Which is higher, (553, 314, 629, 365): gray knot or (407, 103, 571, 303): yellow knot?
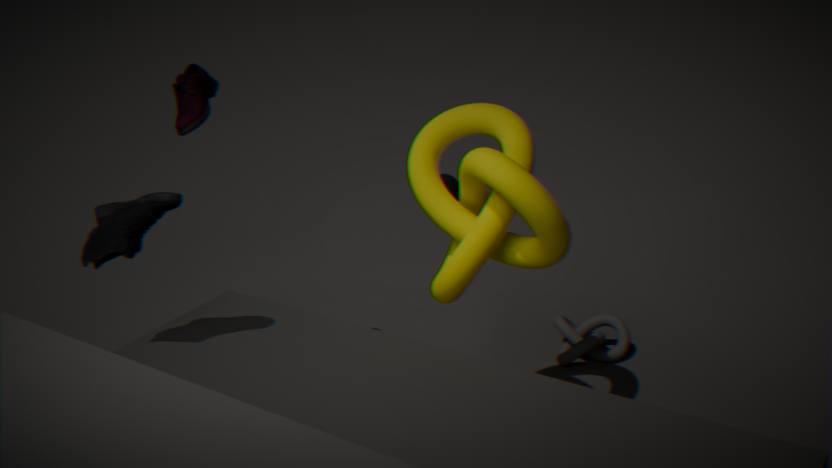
(407, 103, 571, 303): yellow knot
